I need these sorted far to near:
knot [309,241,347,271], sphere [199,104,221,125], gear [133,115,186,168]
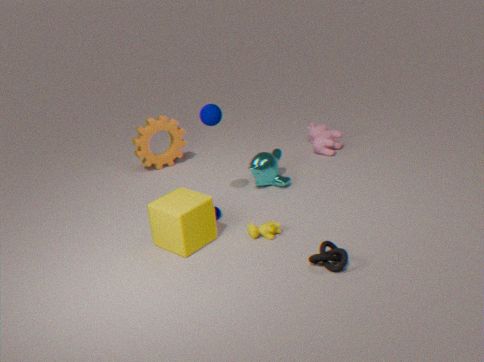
gear [133,115,186,168]
sphere [199,104,221,125]
knot [309,241,347,271]
